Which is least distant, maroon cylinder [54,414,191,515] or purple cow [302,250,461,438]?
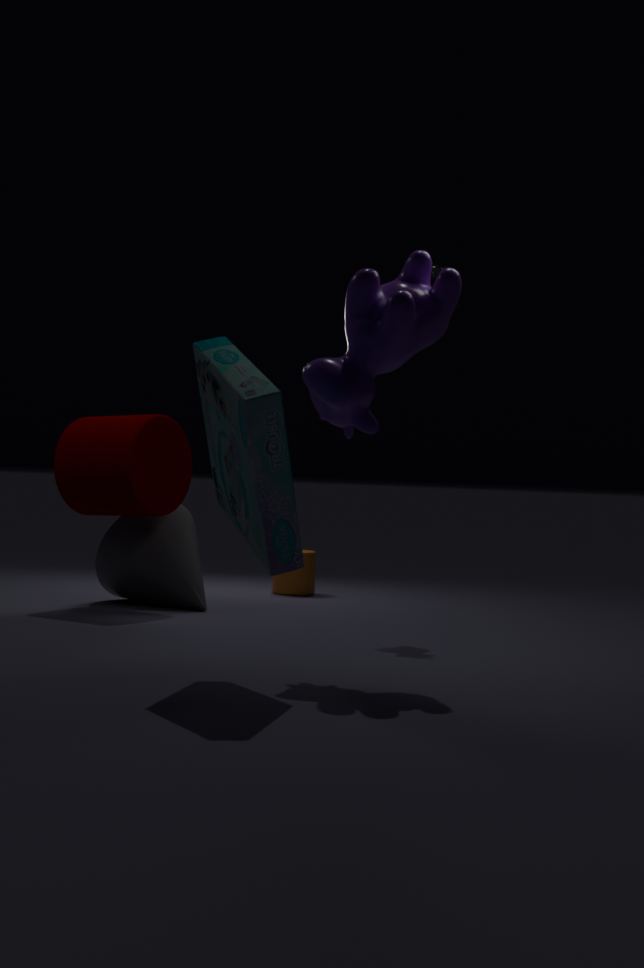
purple cow [302,250,461,438]
